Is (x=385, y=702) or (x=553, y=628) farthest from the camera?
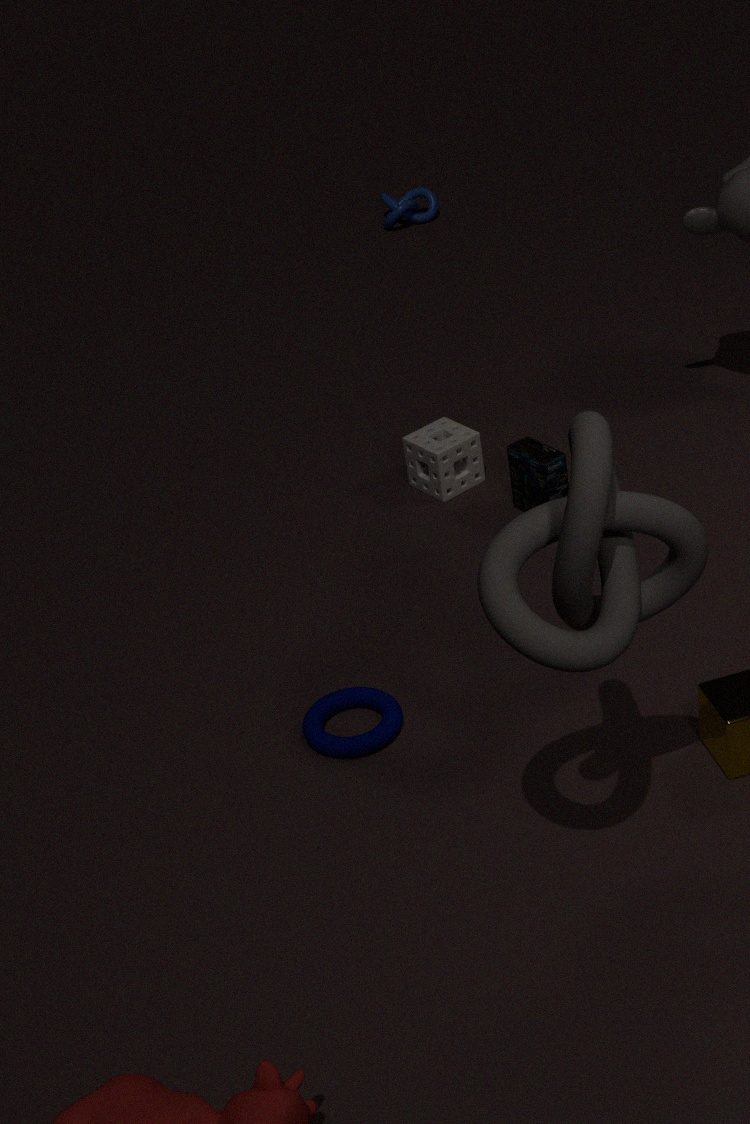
(x=385, y=702)
